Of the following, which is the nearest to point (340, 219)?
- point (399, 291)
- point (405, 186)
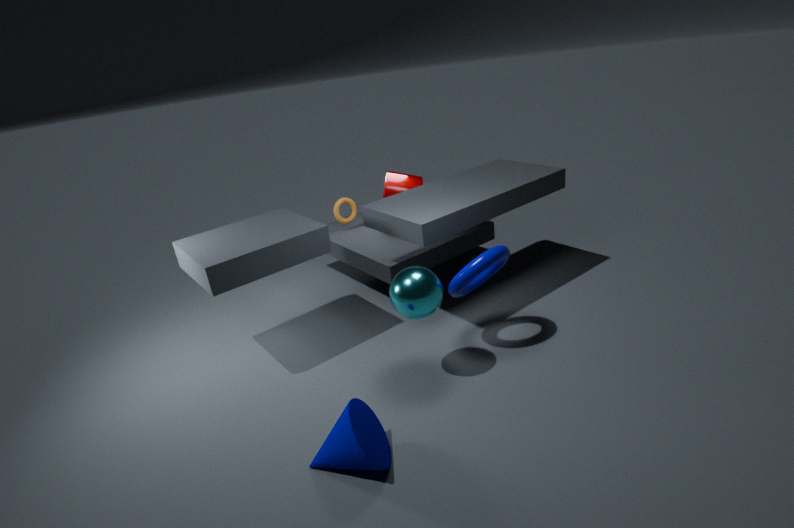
point (405, 186)
